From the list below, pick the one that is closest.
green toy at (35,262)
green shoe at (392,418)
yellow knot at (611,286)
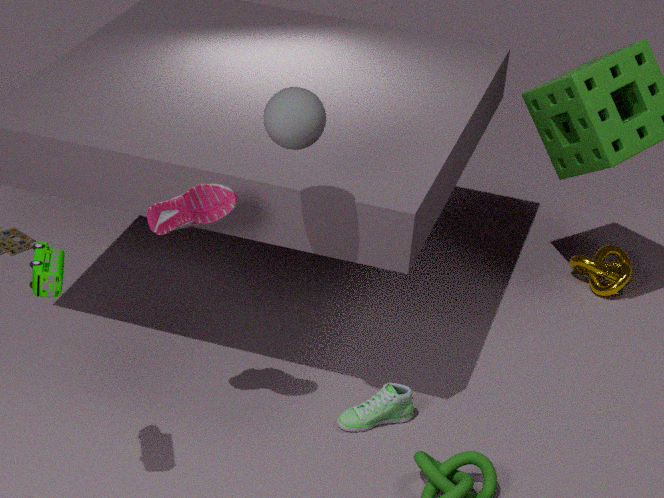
green toy at (35,262)
